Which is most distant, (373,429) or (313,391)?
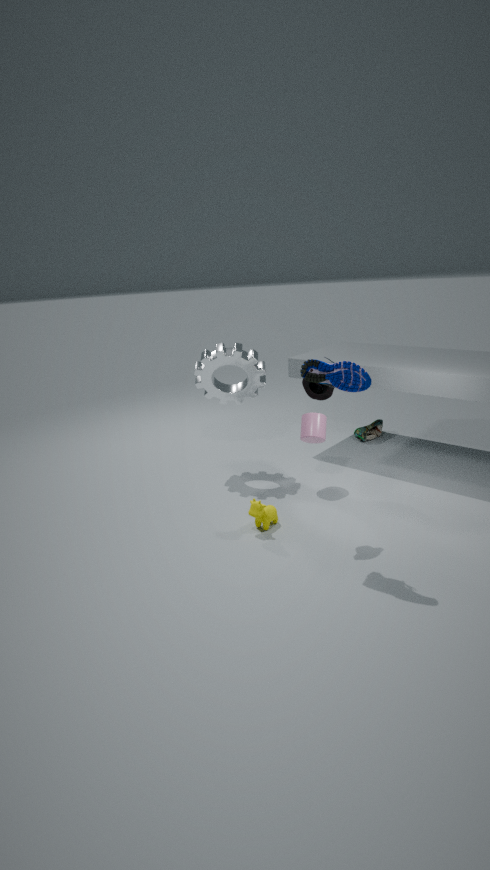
(373,429)
